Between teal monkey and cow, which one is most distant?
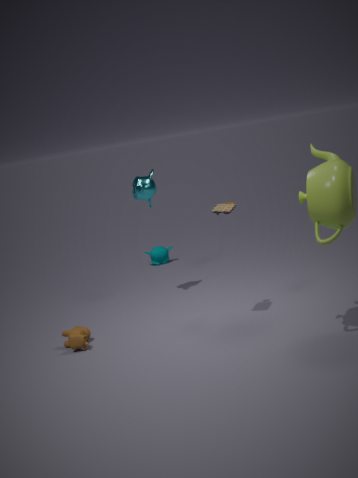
teal monkey
